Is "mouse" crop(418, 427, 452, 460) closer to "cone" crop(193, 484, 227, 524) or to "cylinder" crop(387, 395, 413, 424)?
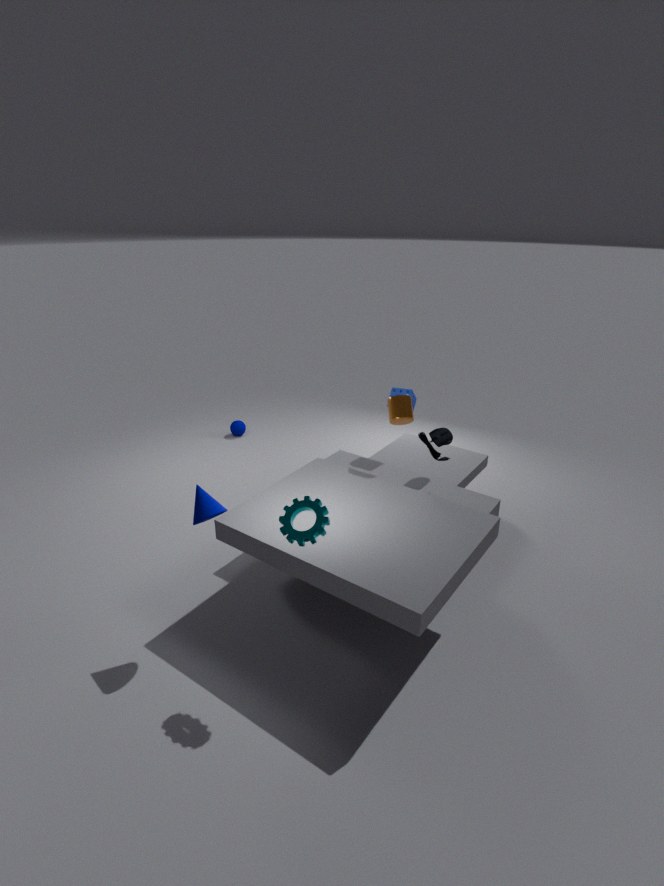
"cylinder" crop(387, 395, 413, 424)
